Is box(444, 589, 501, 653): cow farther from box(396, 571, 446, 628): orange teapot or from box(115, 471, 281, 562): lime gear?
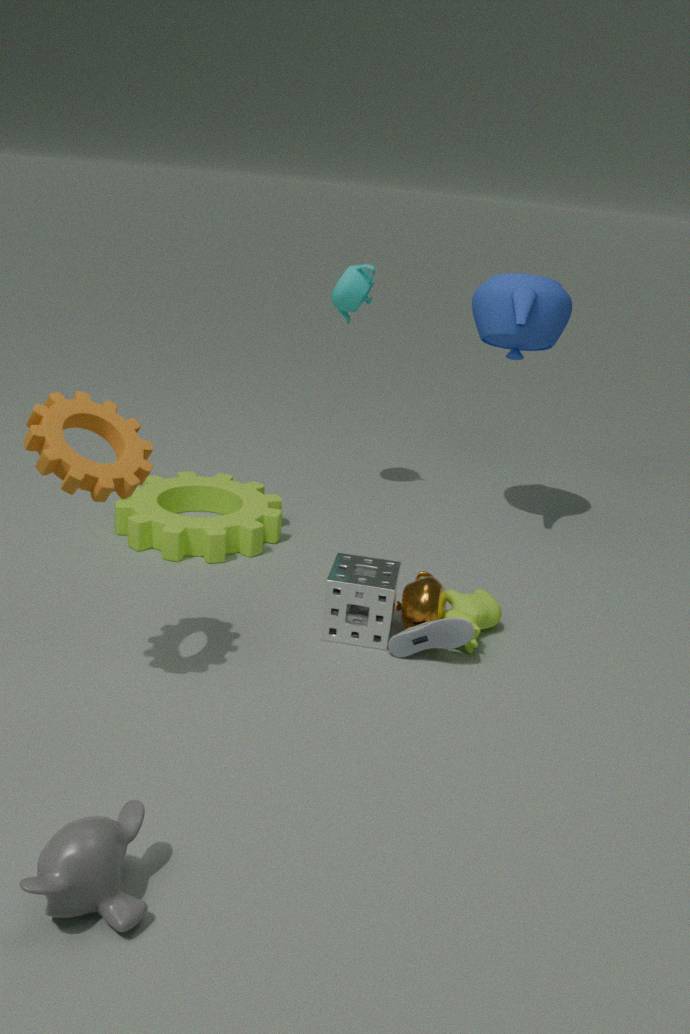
box(115, 471, 281, 562): lime gear
